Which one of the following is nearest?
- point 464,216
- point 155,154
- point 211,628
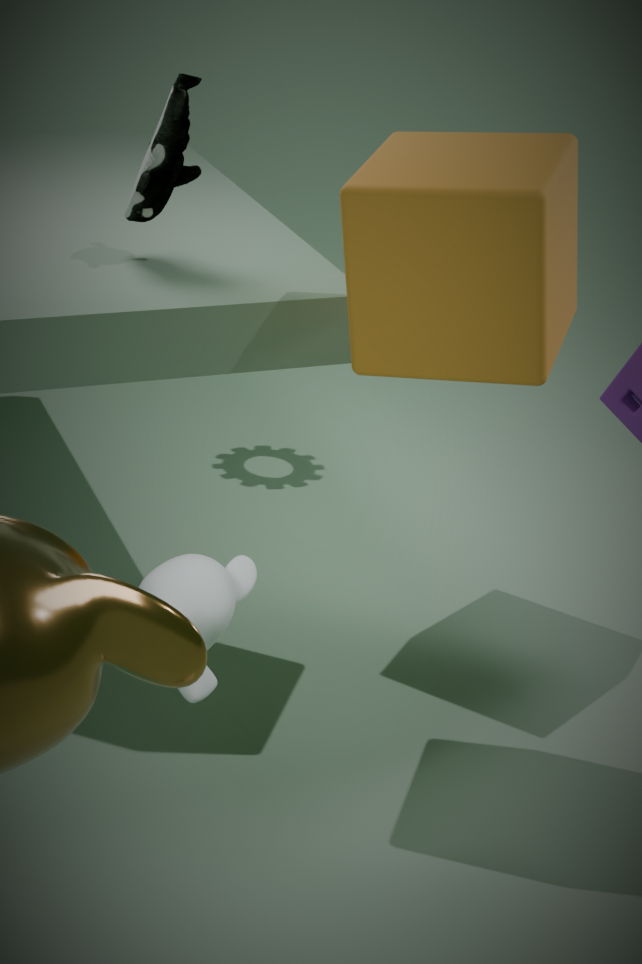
point 211,628
